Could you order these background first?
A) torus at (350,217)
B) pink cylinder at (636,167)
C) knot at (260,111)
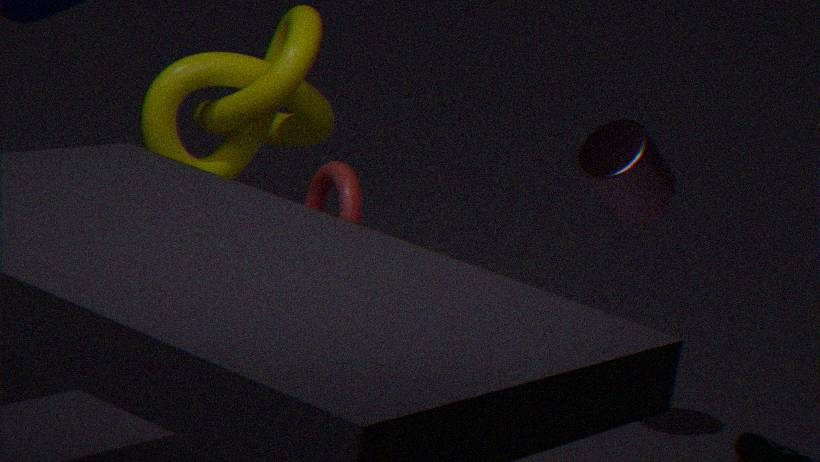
knot at (260,111)
torus at (350,217)
pink cylinder at (636,167)
